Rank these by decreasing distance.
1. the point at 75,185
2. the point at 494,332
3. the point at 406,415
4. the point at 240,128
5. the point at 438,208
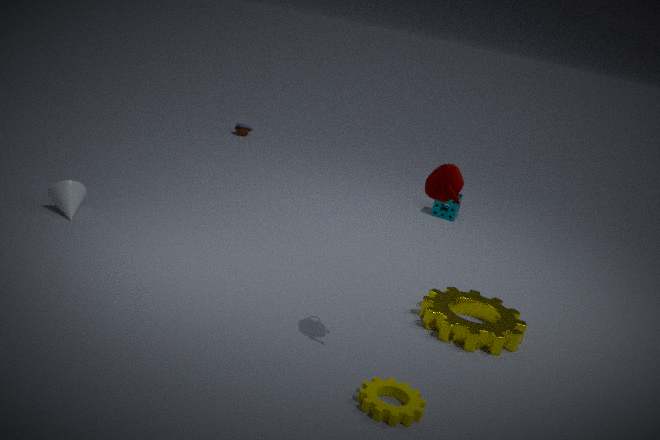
the point at 240,128
the point at 438,208
the point at 75,185
the point at 494,332
the point at 406,415
